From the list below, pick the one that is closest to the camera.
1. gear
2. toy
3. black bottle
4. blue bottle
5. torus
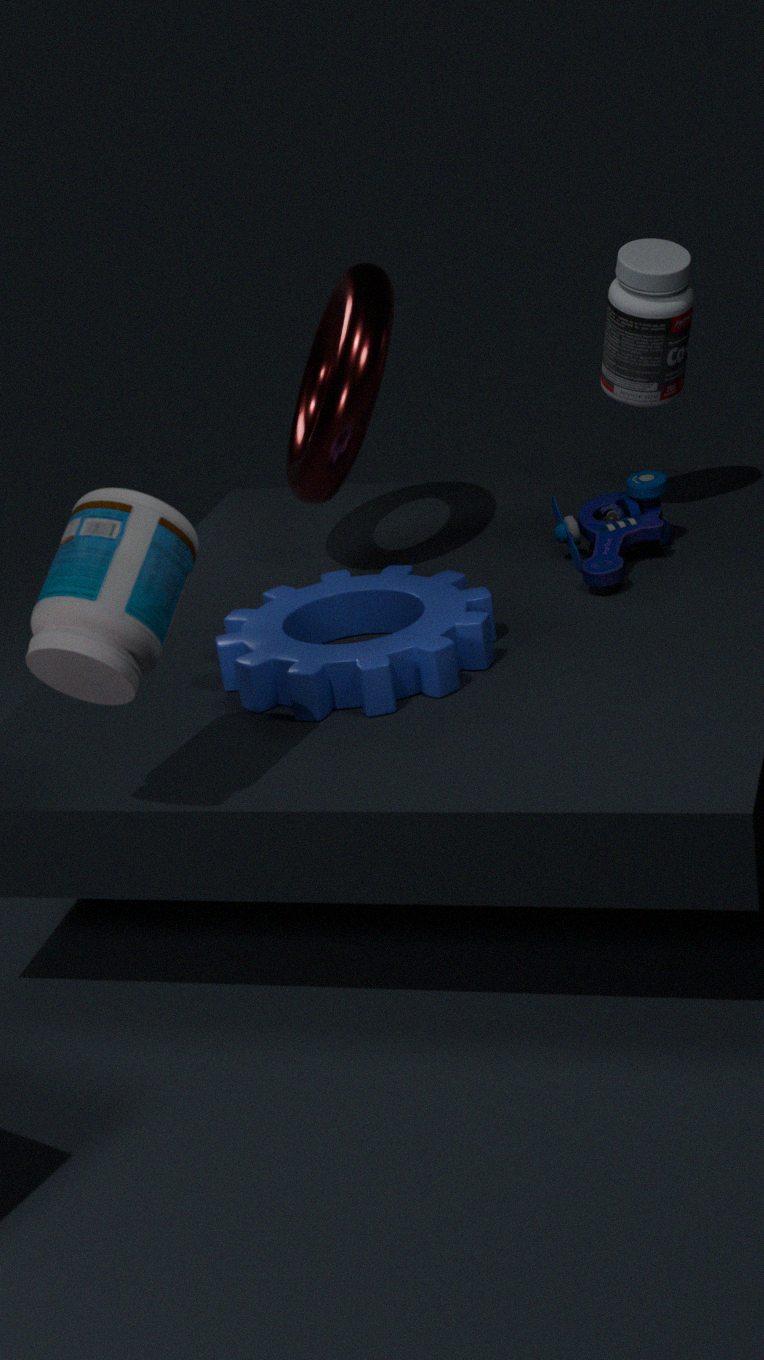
blue bottle
